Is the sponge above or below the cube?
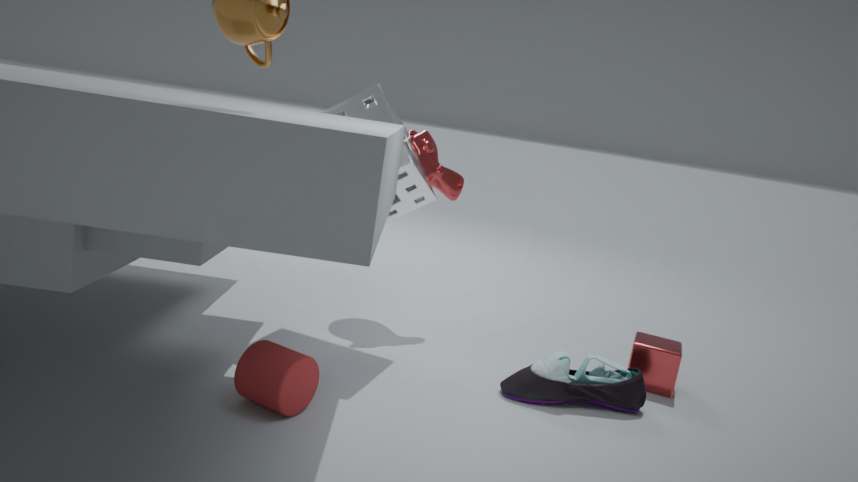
above
